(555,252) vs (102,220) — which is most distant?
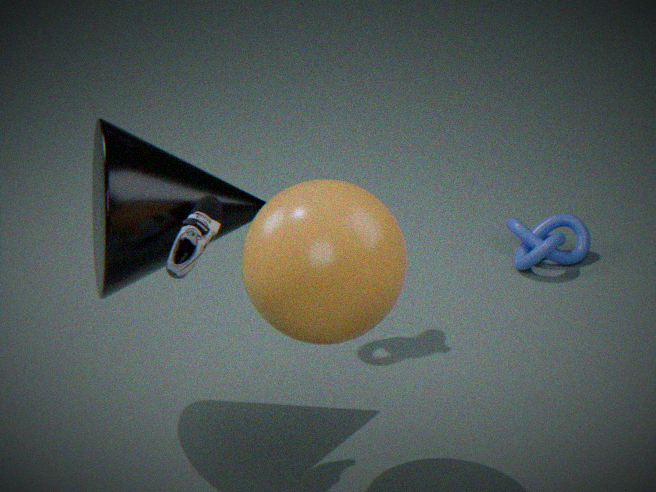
(555,252)
